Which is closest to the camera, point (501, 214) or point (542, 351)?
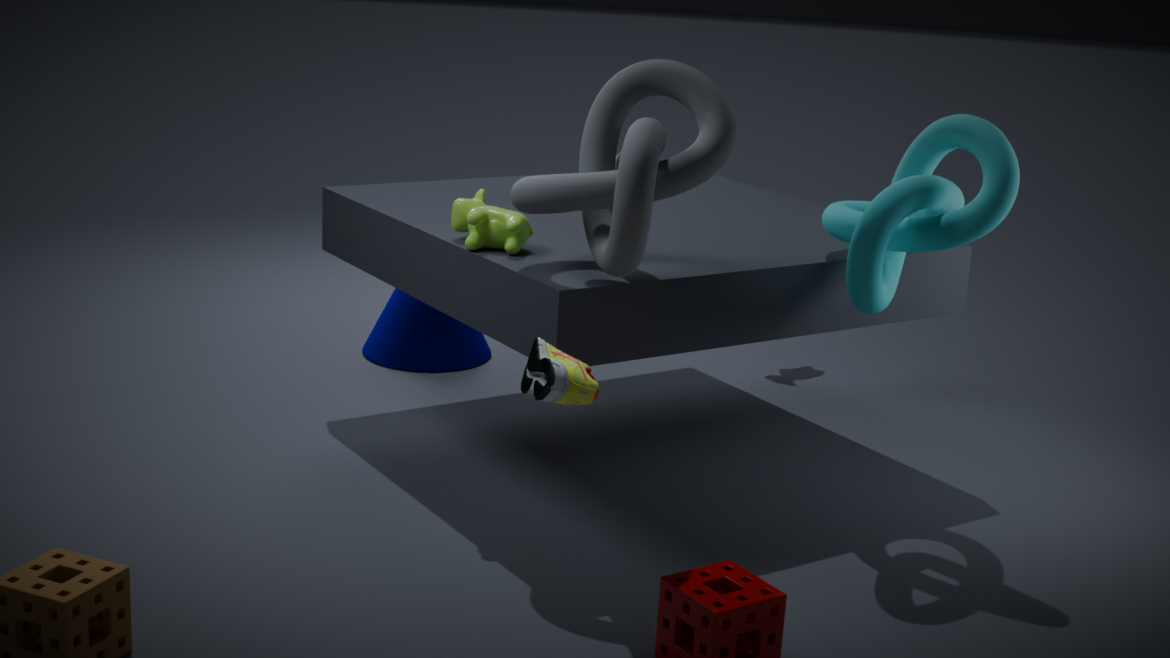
point (542, 351)
